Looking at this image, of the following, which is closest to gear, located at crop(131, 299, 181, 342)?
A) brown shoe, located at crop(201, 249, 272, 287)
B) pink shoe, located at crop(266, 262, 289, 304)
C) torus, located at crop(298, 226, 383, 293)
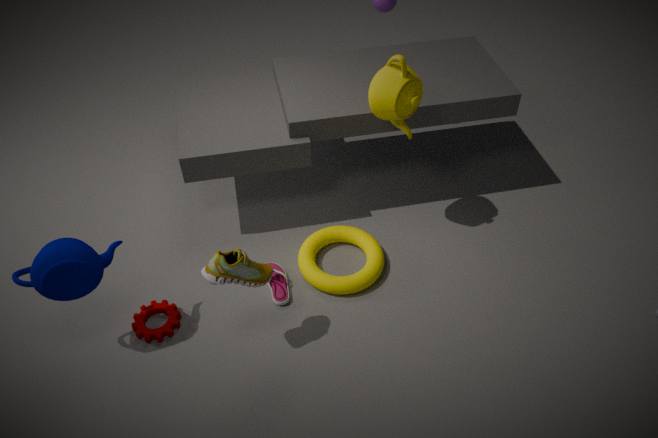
pink shoe, located at crop(266, 262, 289, 304)
